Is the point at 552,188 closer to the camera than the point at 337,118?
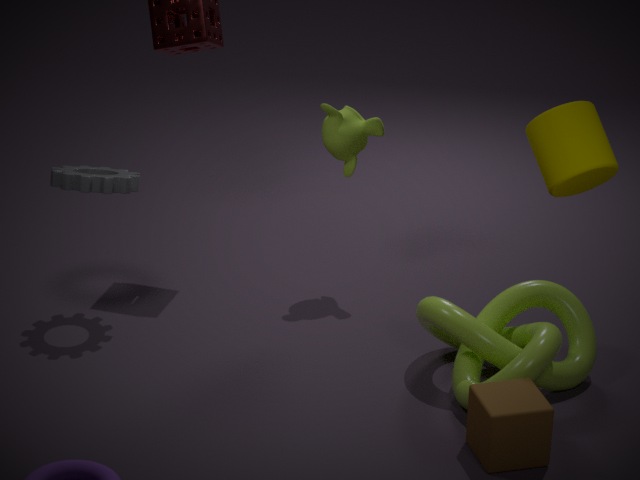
Yes
